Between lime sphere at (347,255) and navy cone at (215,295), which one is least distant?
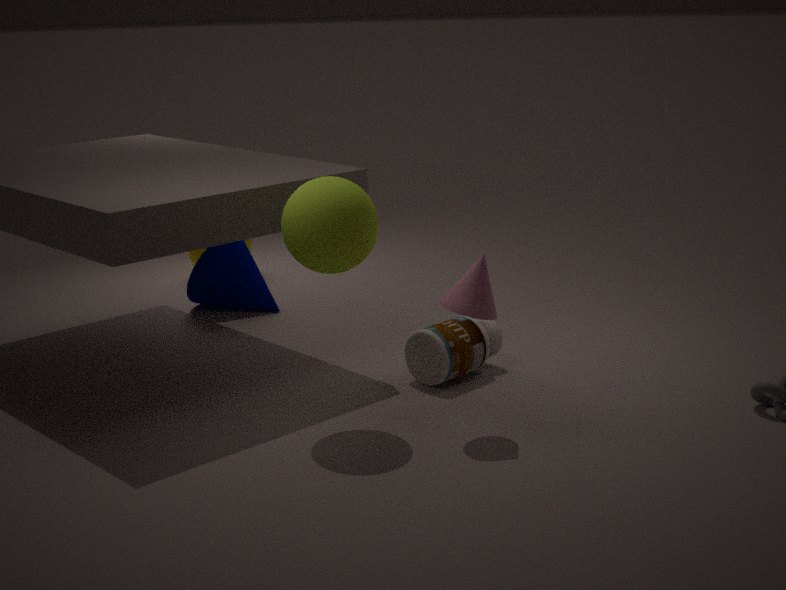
lime sphere at (347,255)
